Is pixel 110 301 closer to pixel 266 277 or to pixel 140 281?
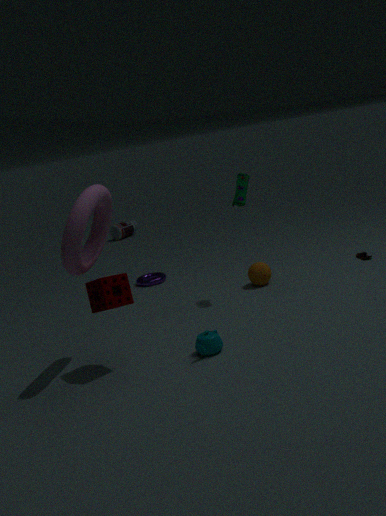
pixel 266 277
